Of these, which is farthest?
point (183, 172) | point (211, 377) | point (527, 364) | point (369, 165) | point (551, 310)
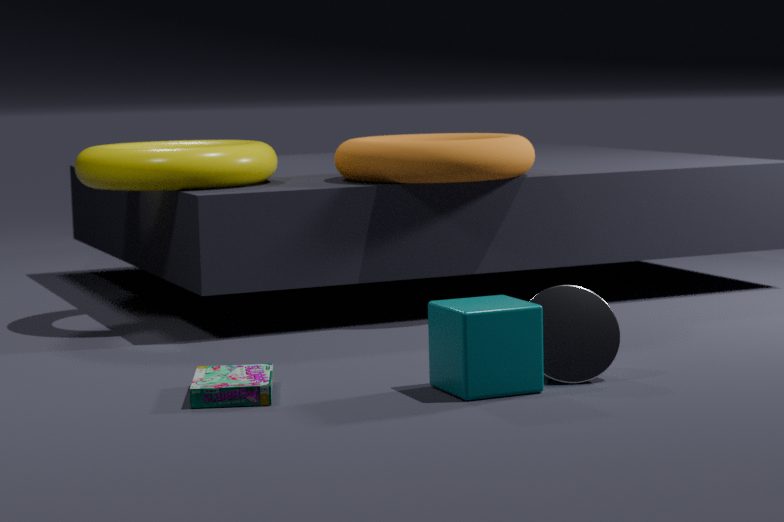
point (369, 165)
